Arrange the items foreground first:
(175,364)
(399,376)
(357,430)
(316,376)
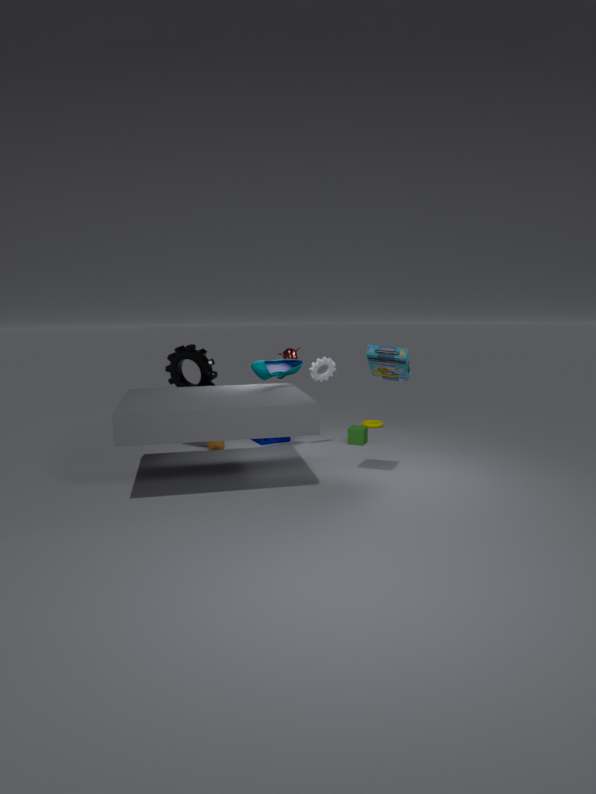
1. (399,376)
2. (175,364)
3. (316,376)
4. (357,430)
